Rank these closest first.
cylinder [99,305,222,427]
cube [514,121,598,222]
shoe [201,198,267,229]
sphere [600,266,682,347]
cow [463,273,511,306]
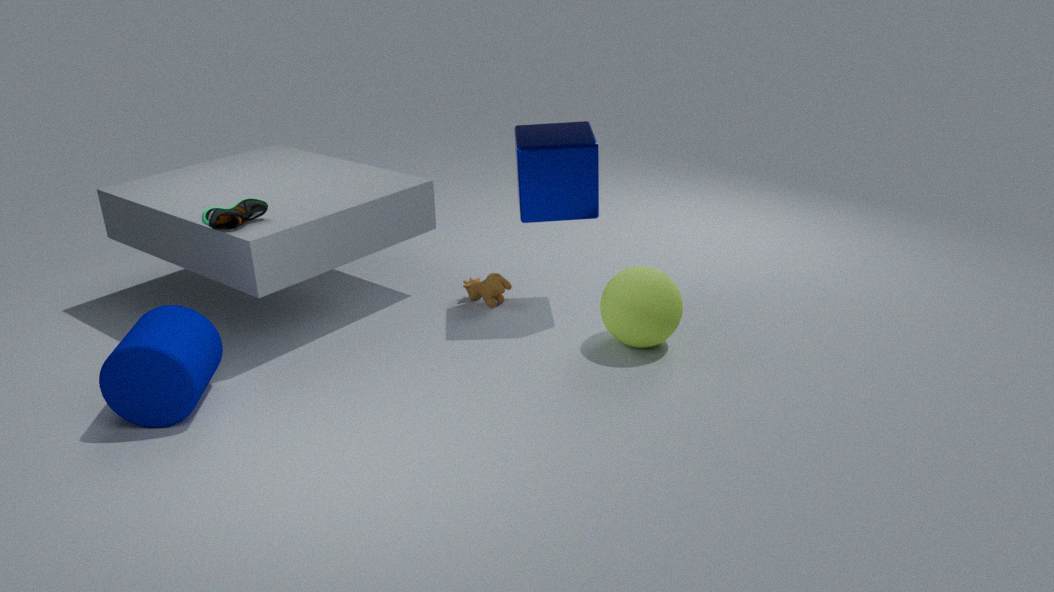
cylinder [99,305,222,427]
shoe [201,198,267,229]
sphere [600,266,682,347]
cube [514,121,598,222]
cow [463,273,511,306]
